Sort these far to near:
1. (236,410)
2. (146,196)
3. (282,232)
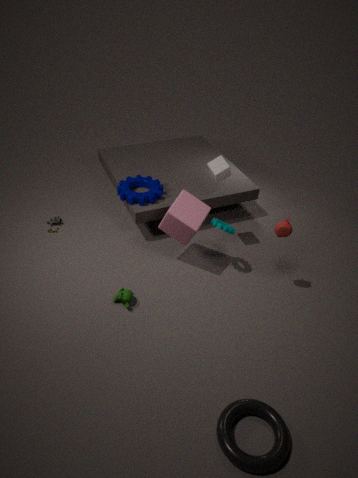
1. (146,196)
2. (282,232)
3. (236,410)
